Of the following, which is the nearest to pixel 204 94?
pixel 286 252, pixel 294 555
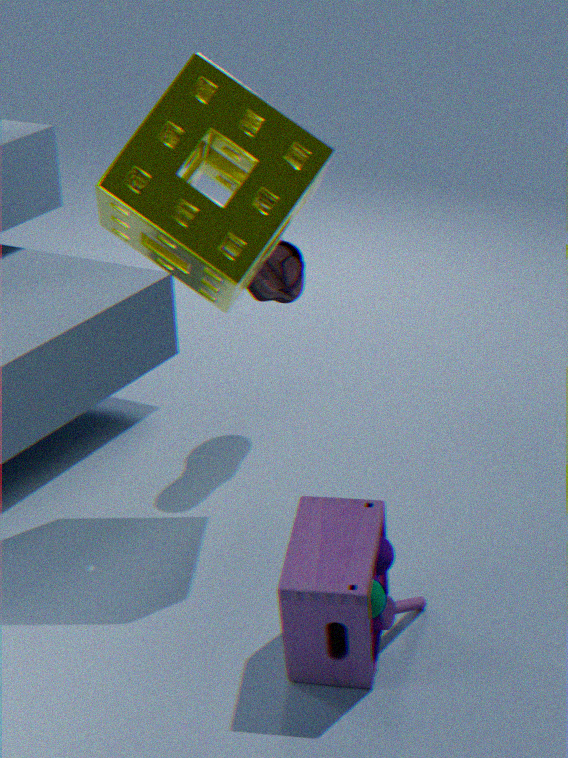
pixel 286 252
